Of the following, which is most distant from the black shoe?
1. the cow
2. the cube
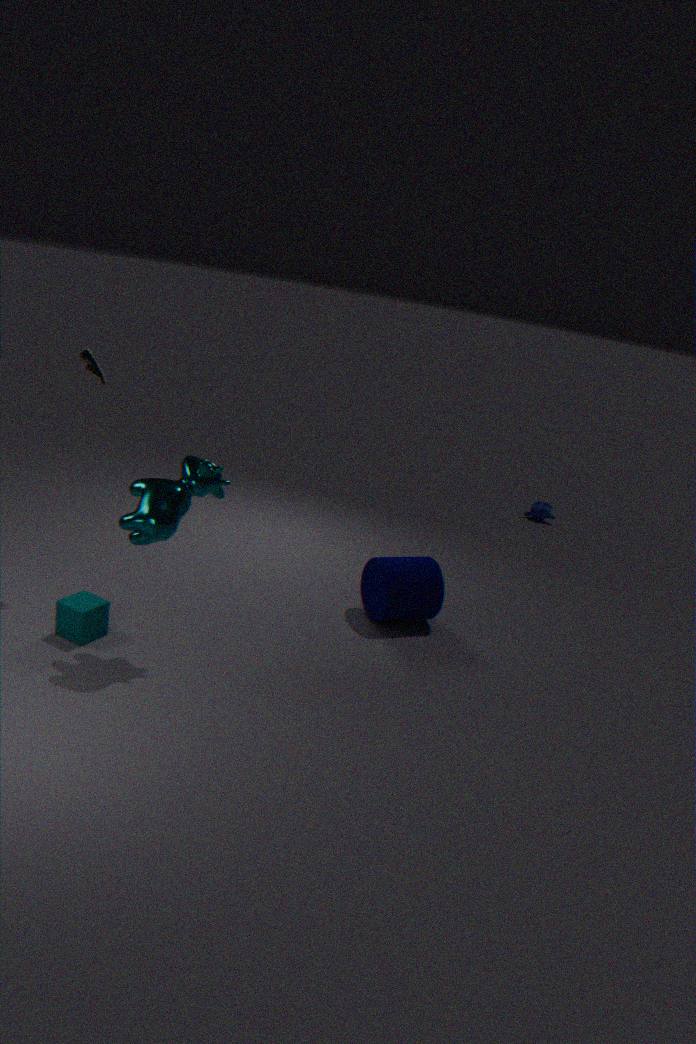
the cube
